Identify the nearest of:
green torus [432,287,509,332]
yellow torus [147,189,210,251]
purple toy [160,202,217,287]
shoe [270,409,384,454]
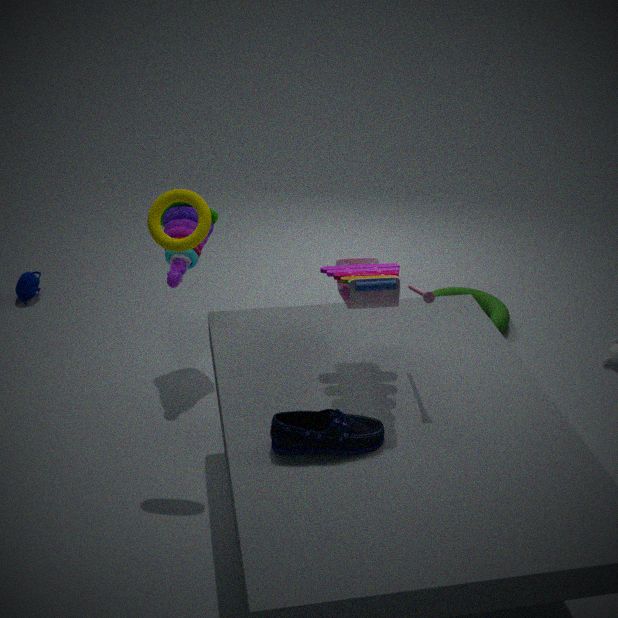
shoe [270,409,384,454]
